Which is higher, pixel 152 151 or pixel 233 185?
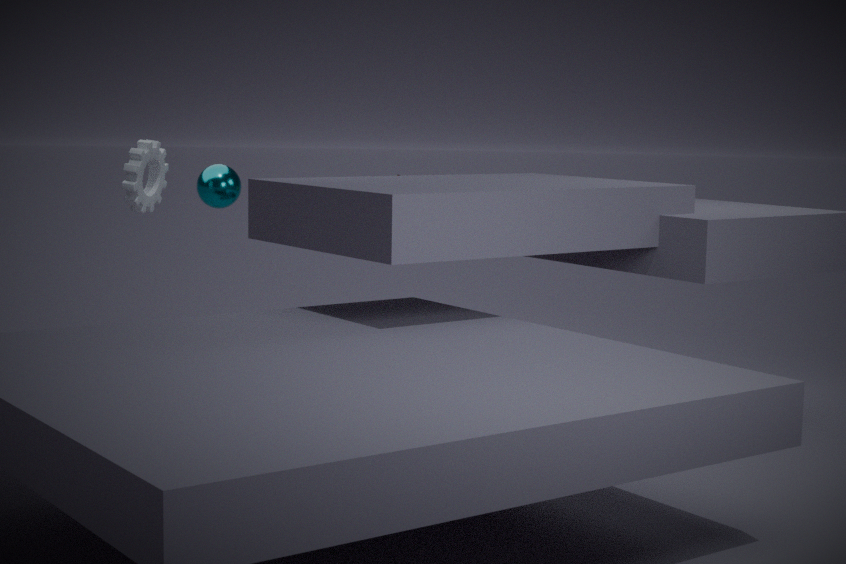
pixel 152 151
